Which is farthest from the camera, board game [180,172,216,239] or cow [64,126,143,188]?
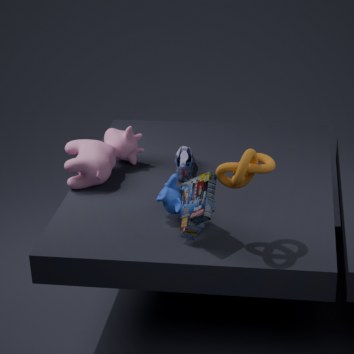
cow [64,126,143,188]
